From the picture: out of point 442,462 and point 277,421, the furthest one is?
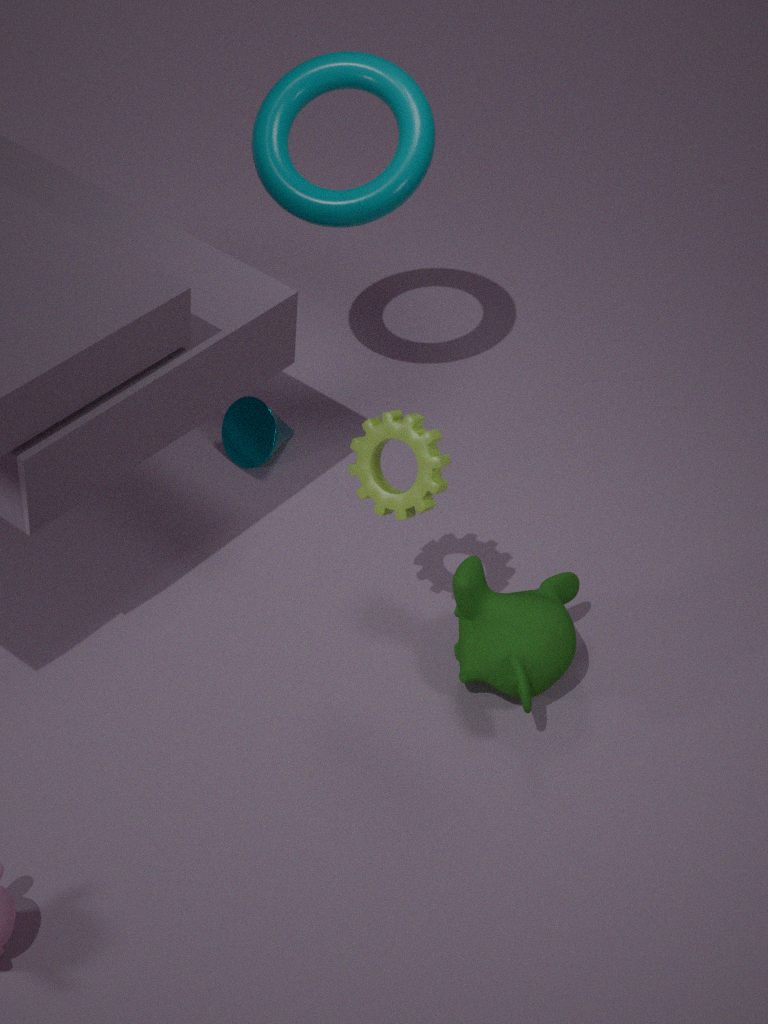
point 277,421
